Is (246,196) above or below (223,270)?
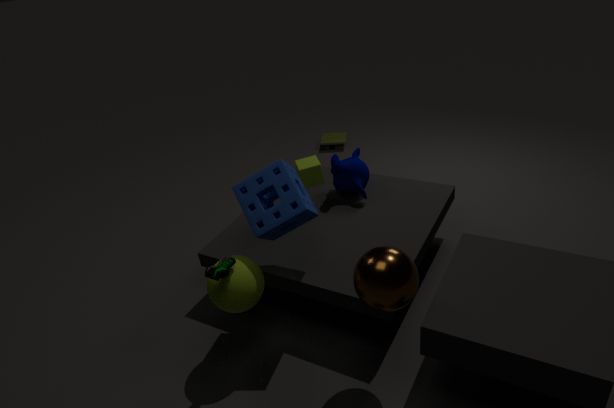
above
